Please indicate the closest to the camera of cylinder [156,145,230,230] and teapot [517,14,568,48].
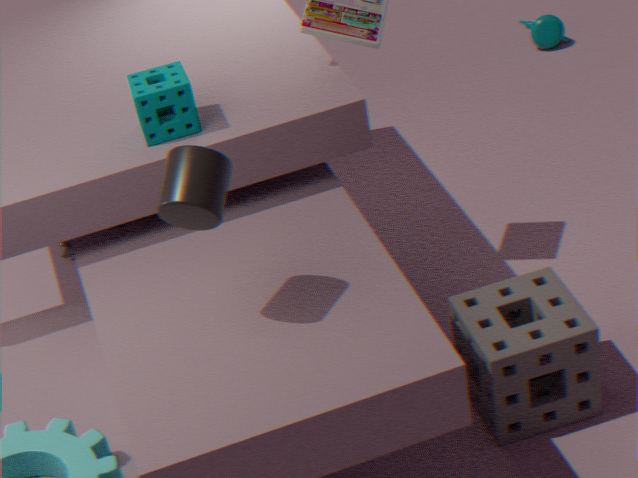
cylinder [156,145,230,230]
